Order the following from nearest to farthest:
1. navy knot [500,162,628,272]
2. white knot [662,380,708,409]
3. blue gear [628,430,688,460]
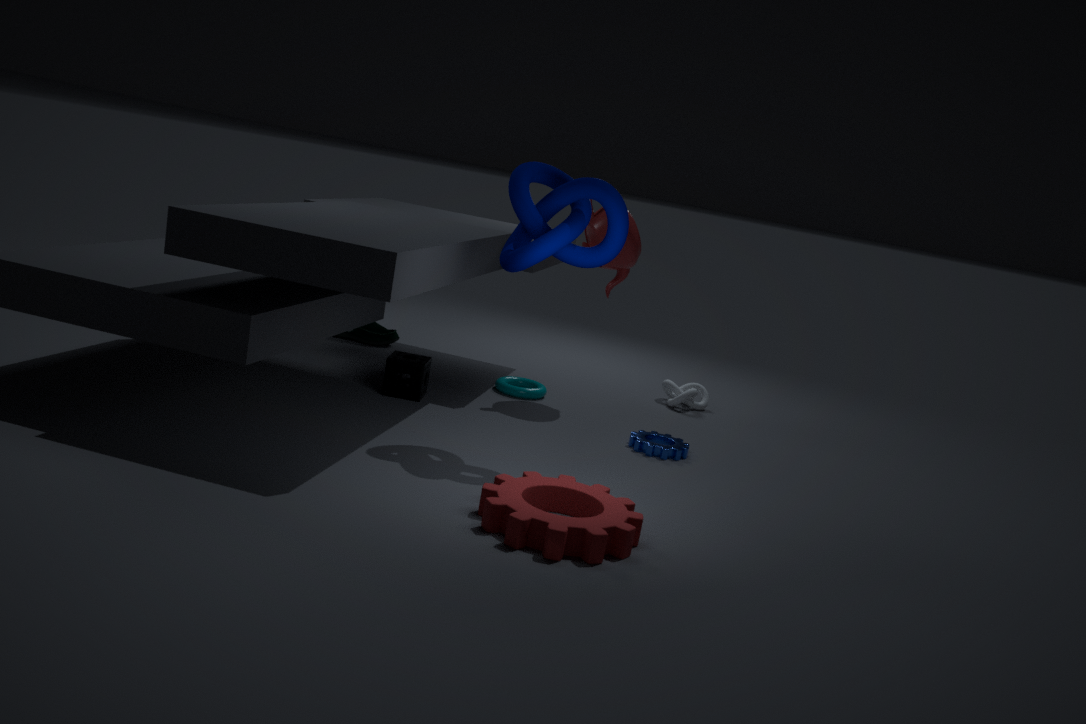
navy knot [500,162,628,272]
blue gear [628,430,688,460]
white knot [662,380,708,409]
